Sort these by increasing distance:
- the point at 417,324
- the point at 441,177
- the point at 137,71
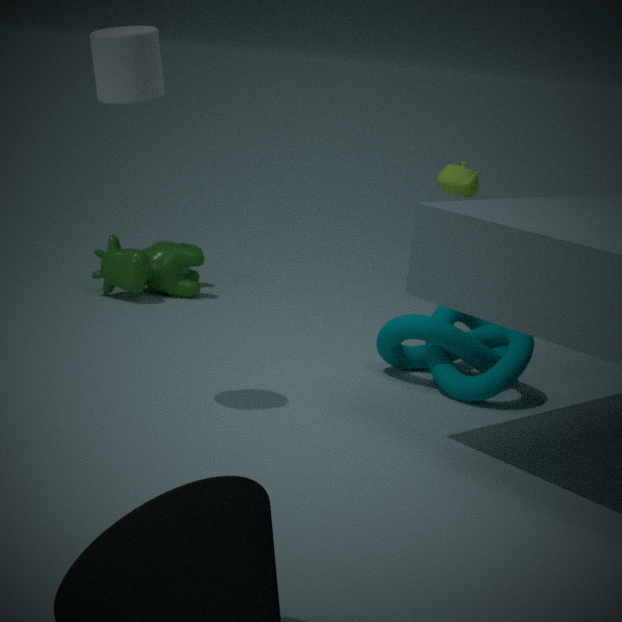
the point at 137,71 → the point at 417,324 → the point at 441,177
